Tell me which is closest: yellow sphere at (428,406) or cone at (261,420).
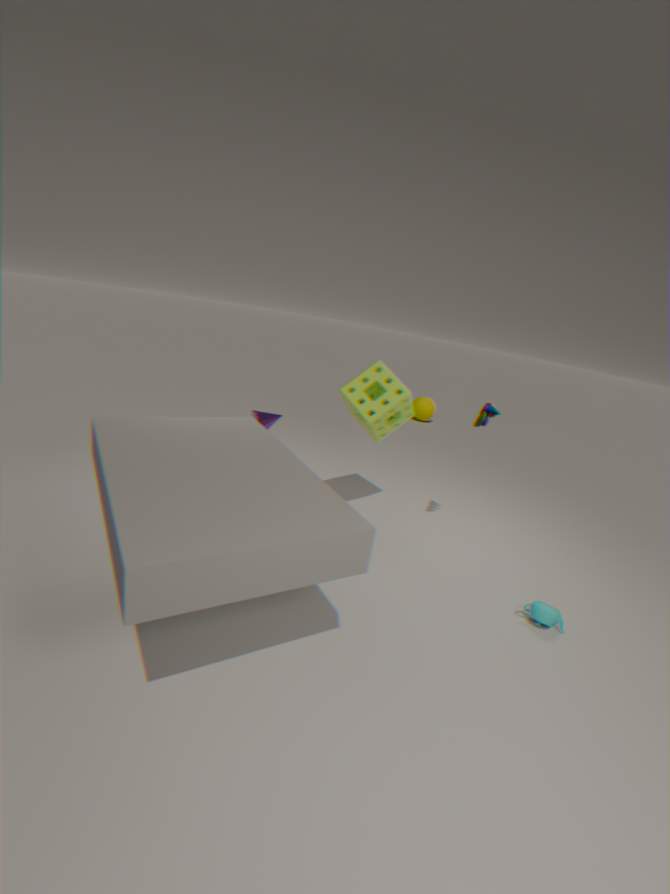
cone at (261,420)
